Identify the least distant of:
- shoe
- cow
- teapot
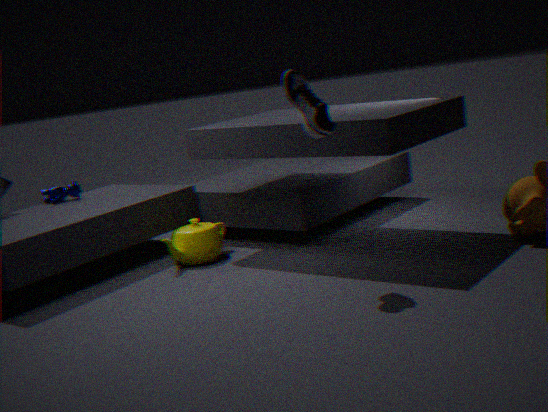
shoe
